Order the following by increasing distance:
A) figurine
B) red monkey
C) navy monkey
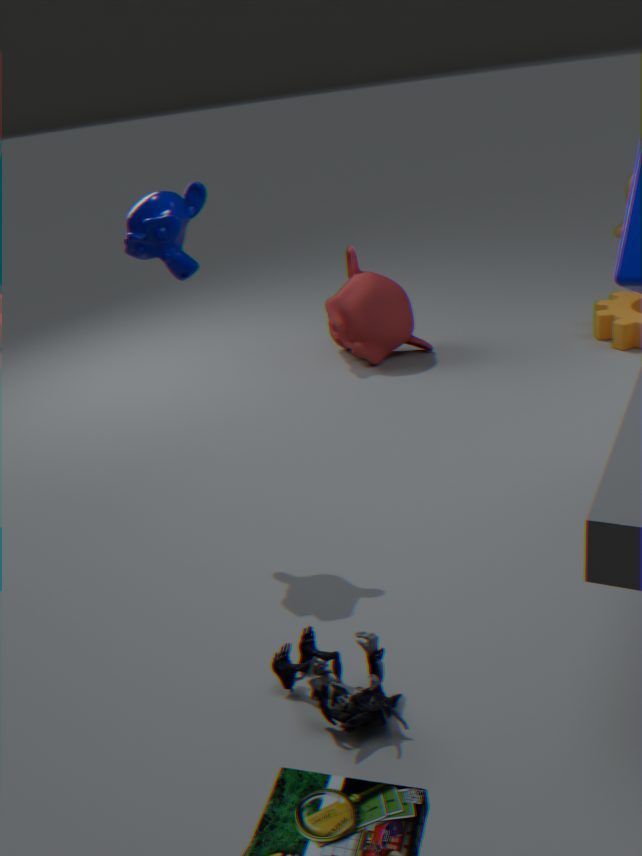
figurine → navy monkey → red monkey
